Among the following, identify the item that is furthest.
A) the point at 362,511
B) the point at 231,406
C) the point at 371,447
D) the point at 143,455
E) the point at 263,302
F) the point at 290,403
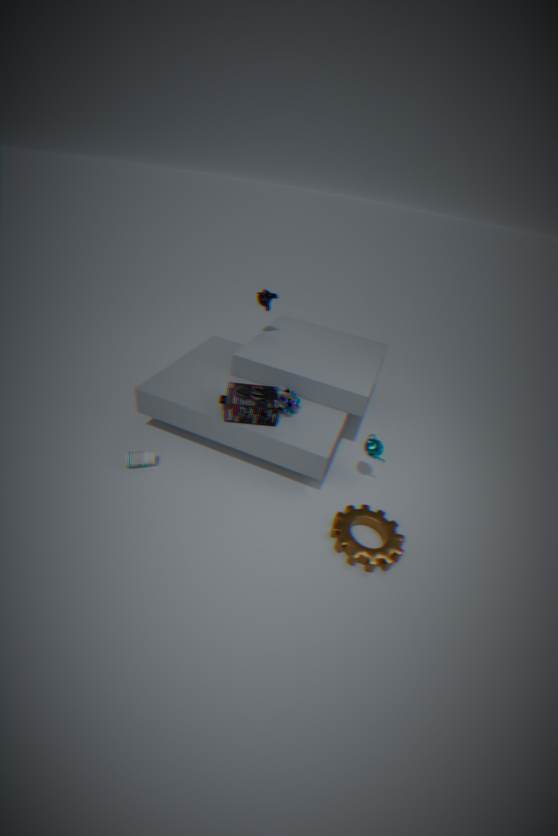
the point at 263,302
